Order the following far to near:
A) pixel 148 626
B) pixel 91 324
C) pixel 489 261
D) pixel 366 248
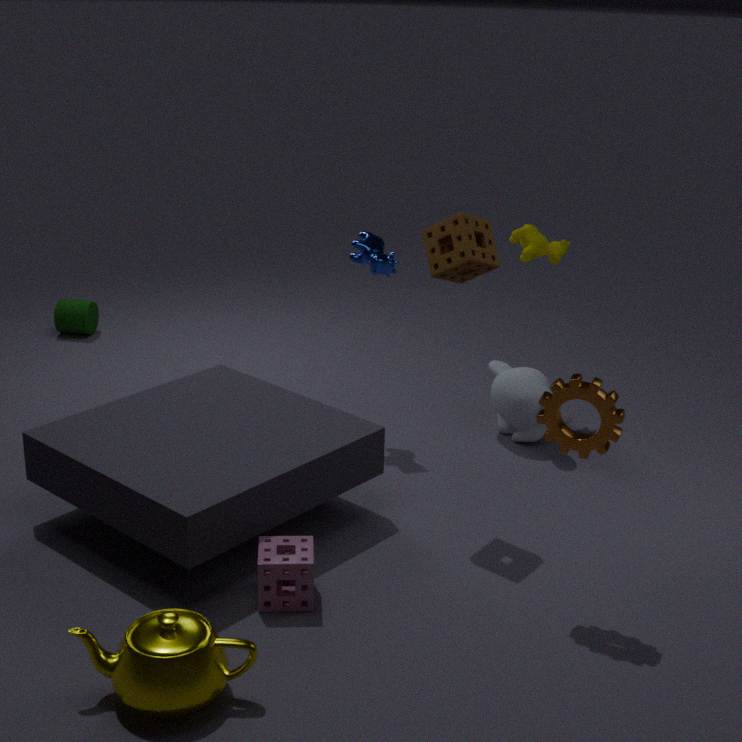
pixel 91 324
pixel 366 248
pixel 489 261
pixel 148 626
